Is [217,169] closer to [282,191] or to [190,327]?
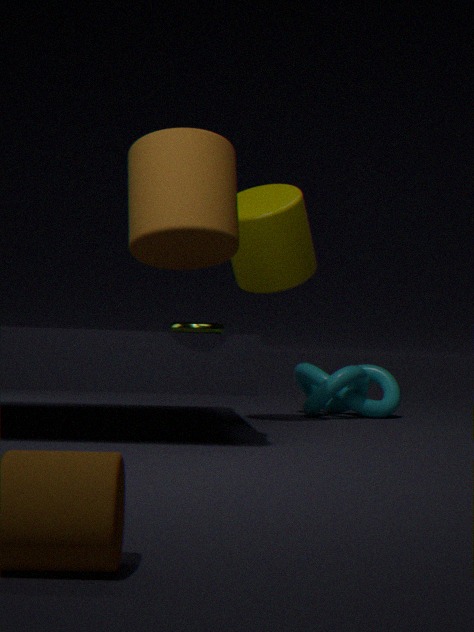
[282,191]
